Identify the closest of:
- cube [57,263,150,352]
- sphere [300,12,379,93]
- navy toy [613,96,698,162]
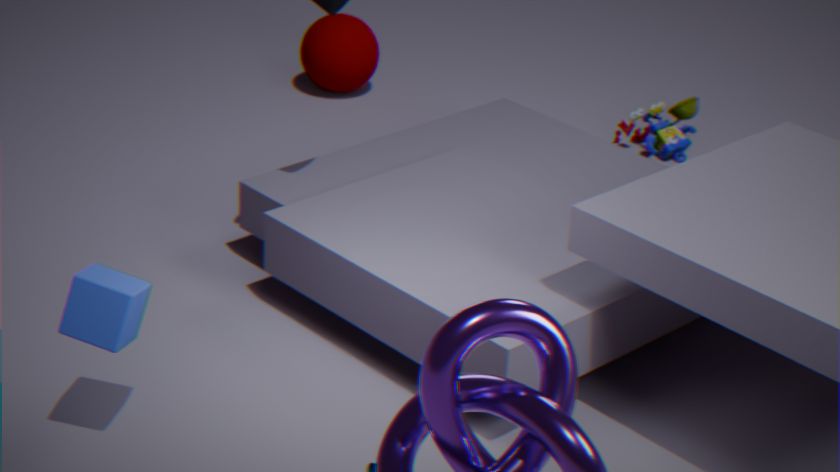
cube [57,263,150,352]
